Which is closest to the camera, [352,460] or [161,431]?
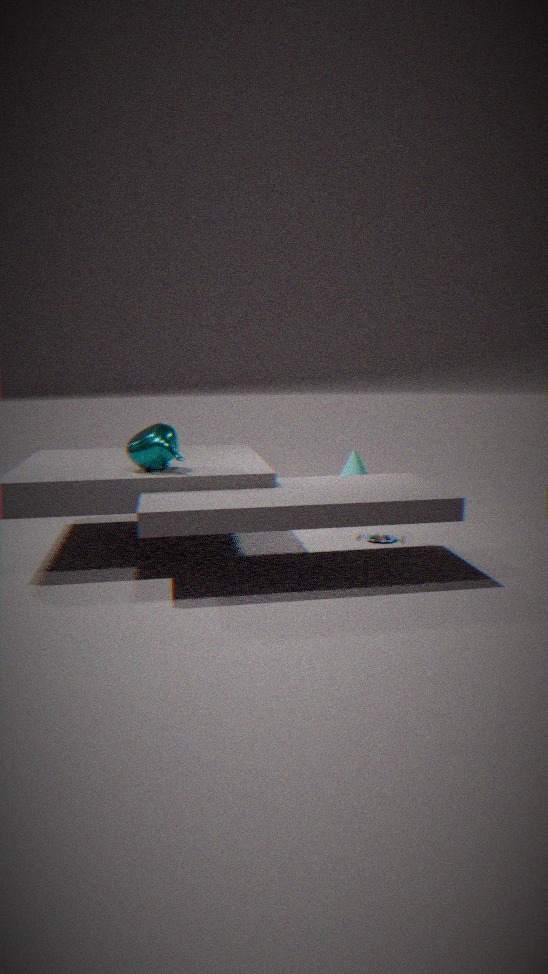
[161,431]
